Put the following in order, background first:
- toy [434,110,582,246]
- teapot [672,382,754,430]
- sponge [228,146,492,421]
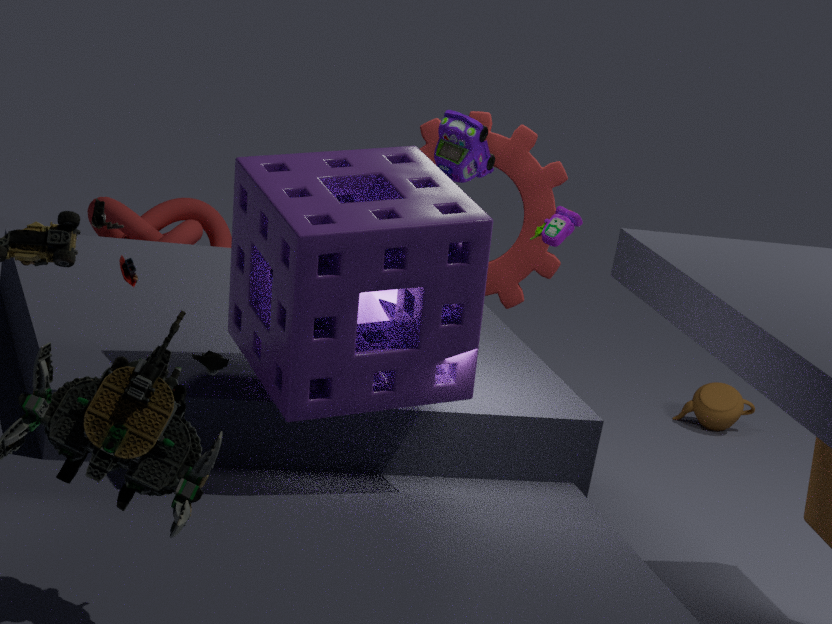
teapot [672,382,754,430] → toy [434,110,582,246] → sponge [228,146,492,421]
